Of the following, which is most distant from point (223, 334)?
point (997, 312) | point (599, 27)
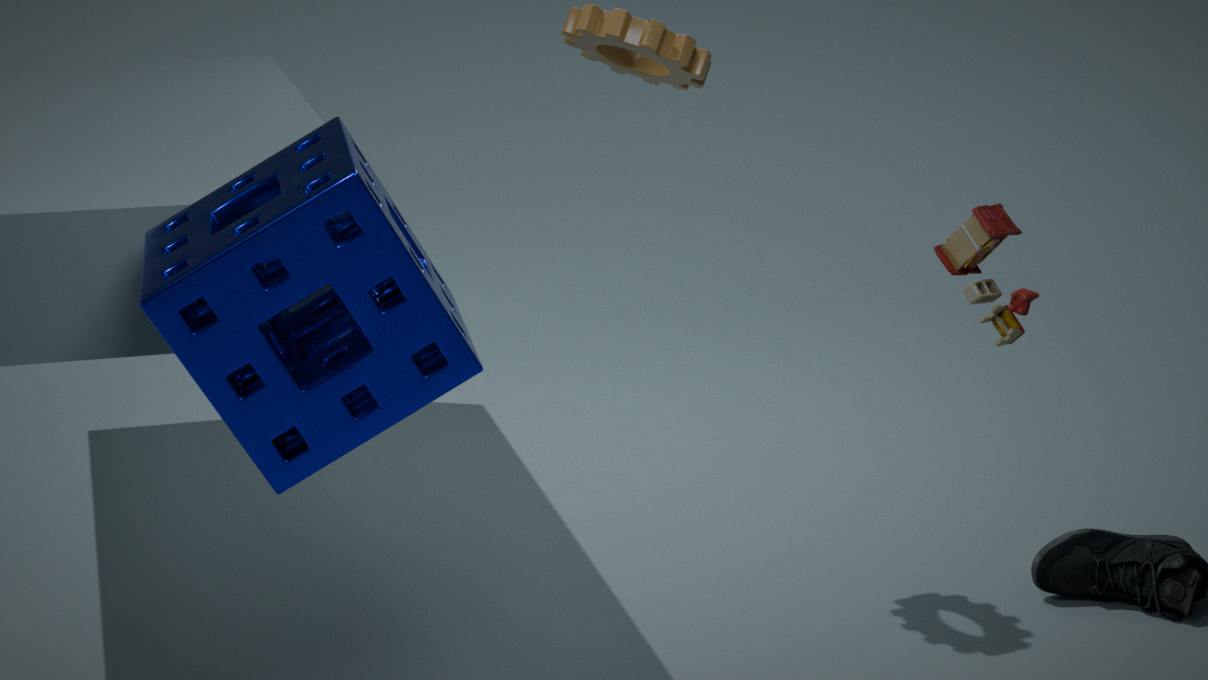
point (997, 312)
